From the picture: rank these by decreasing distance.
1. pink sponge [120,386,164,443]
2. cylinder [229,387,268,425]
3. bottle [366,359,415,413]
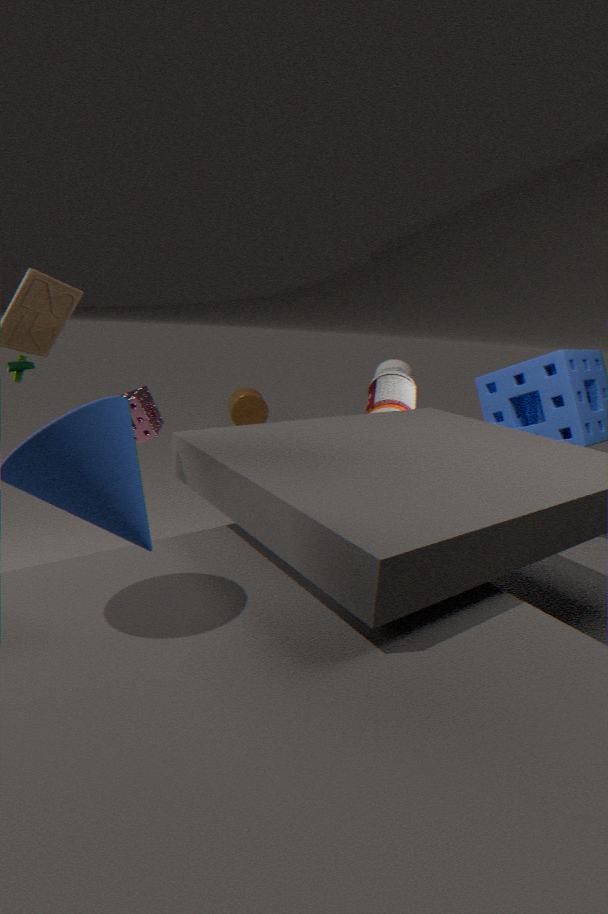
cylinder [229,387,268,425]
bottle [366,359,415,413]
pink sponge [120,386,164,443]
